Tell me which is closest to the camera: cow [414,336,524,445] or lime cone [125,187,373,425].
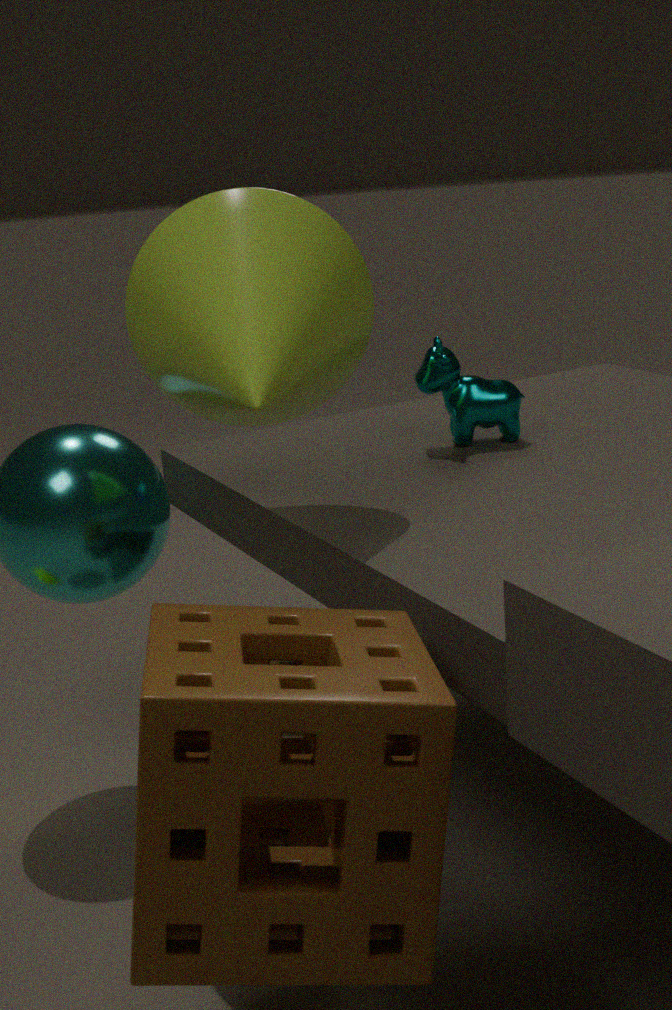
lime cone [125,187,373,425]
